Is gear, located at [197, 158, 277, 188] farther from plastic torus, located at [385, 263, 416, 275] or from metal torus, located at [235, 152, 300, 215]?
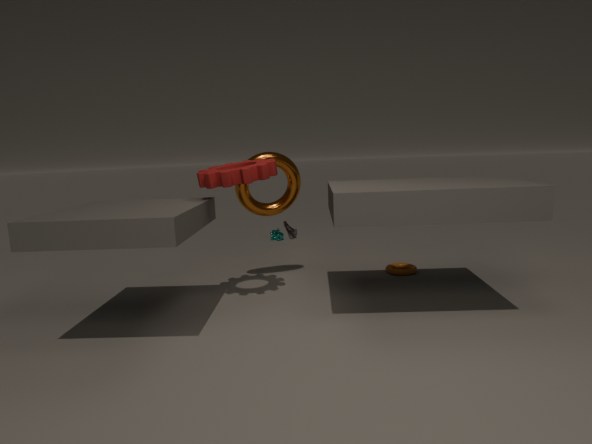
plastic torus, located at [385, 263, 416, 275]
